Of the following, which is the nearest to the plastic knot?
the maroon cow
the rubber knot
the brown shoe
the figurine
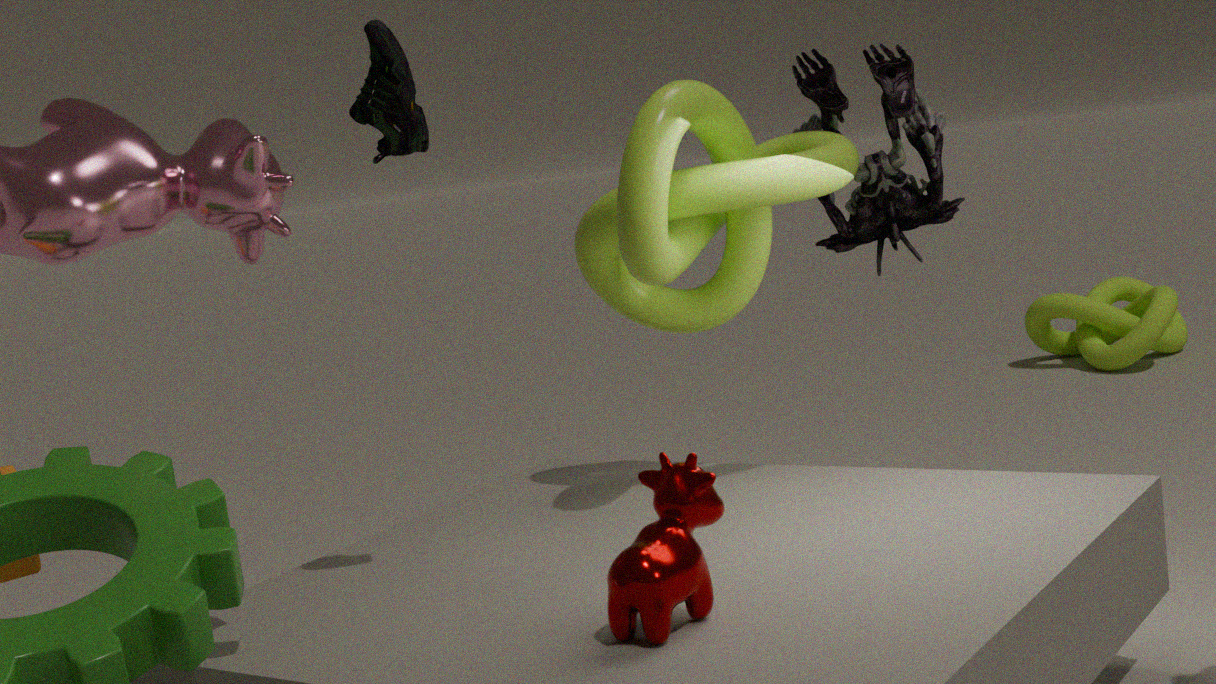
the figurine
